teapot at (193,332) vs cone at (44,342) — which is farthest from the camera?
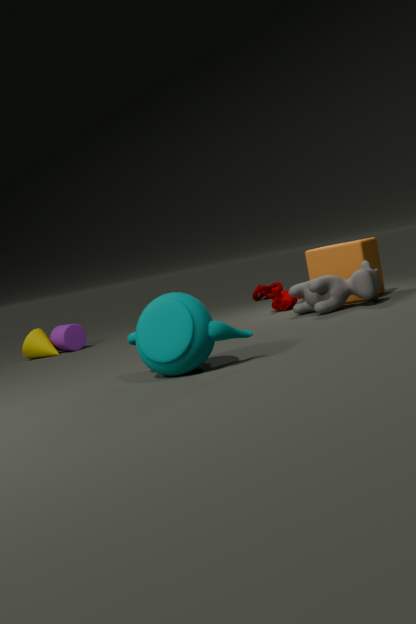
cone at (44,342)
